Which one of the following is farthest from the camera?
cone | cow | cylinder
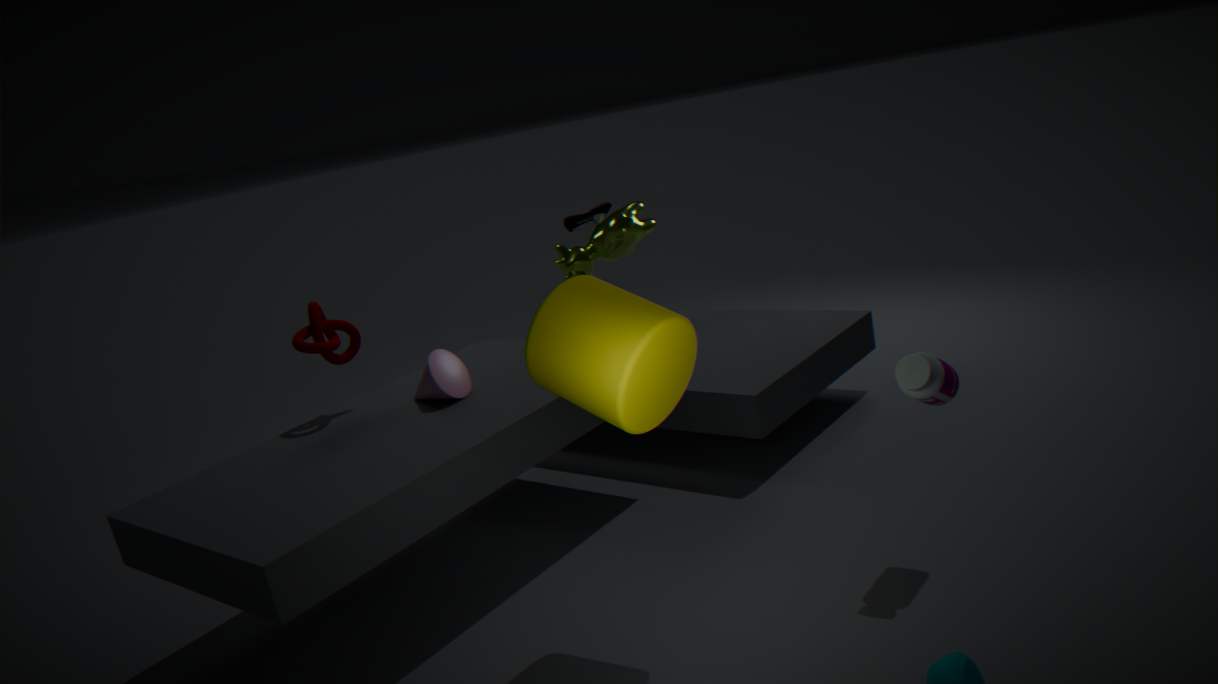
cow
